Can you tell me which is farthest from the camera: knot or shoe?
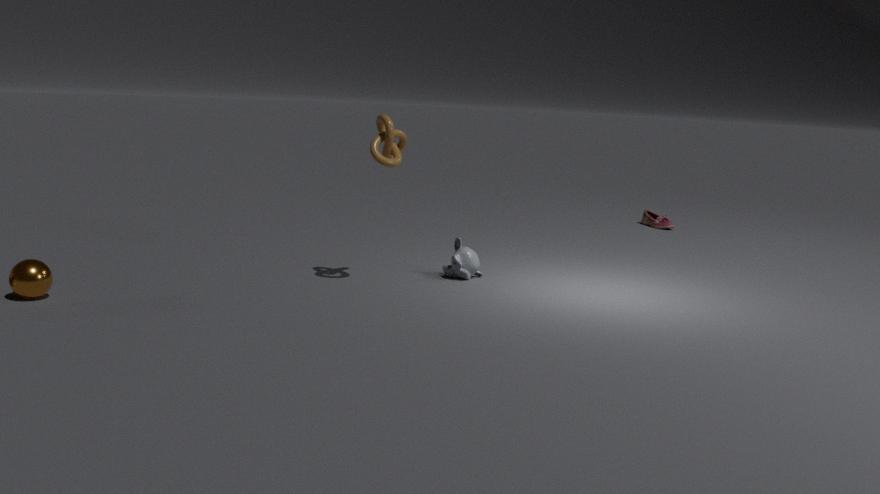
shoe
